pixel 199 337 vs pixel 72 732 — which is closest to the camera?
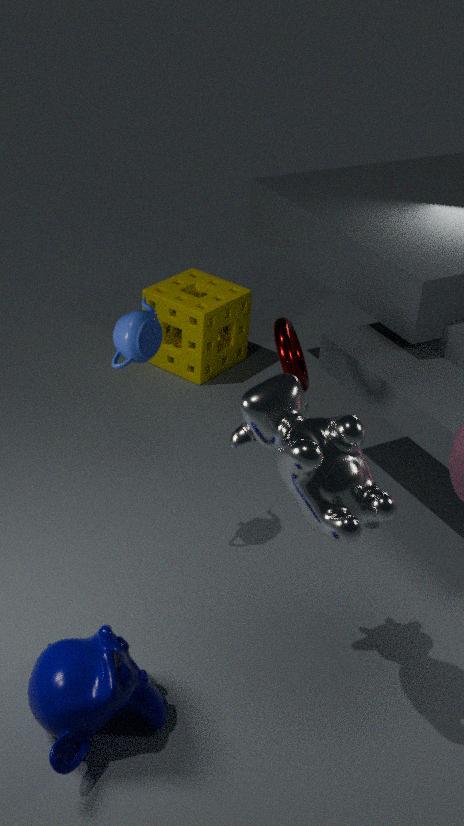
pixel 72 732
